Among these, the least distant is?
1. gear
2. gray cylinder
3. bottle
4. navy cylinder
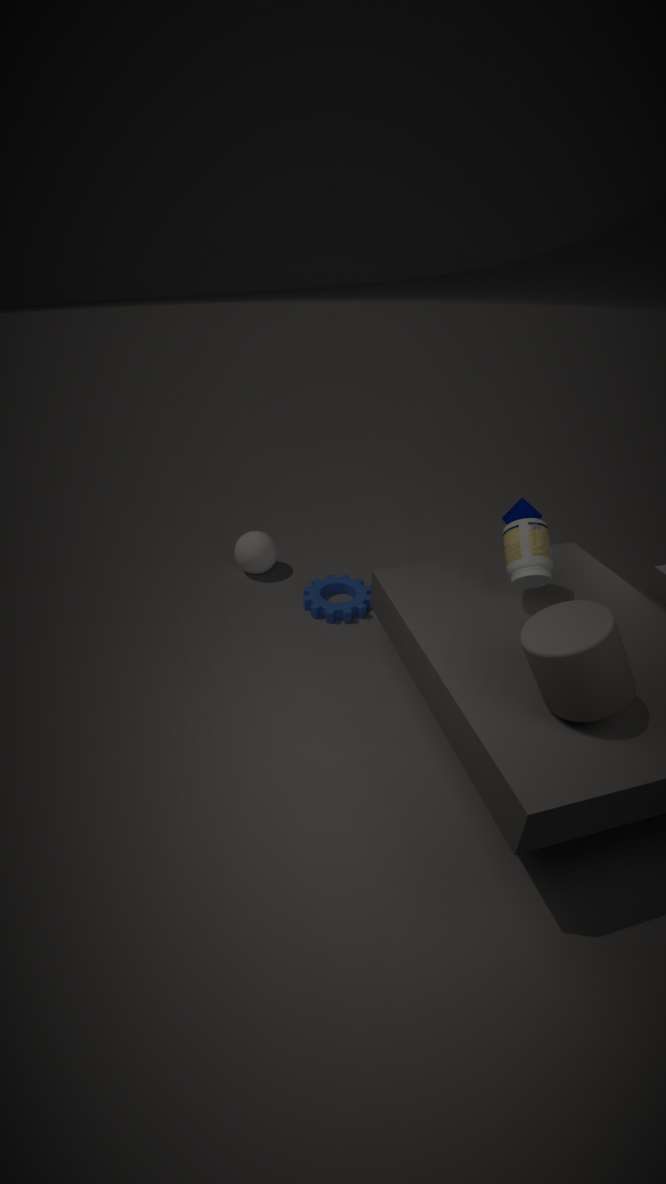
gray cylinder
